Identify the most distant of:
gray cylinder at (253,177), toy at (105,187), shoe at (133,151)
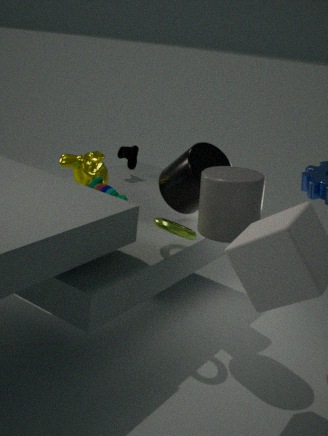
shoe at (133,151)
